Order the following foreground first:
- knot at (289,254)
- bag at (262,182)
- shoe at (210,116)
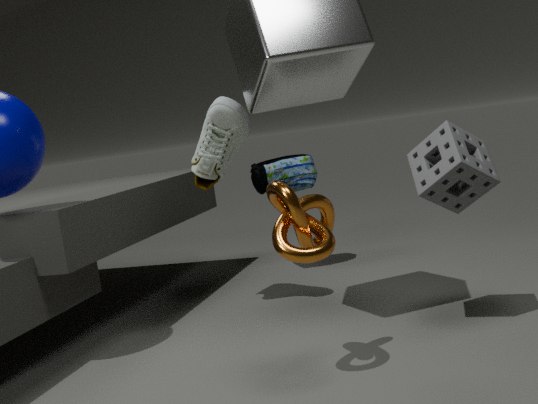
knot at (289,254) → shoe at (210,116) → bag at (262,182)
